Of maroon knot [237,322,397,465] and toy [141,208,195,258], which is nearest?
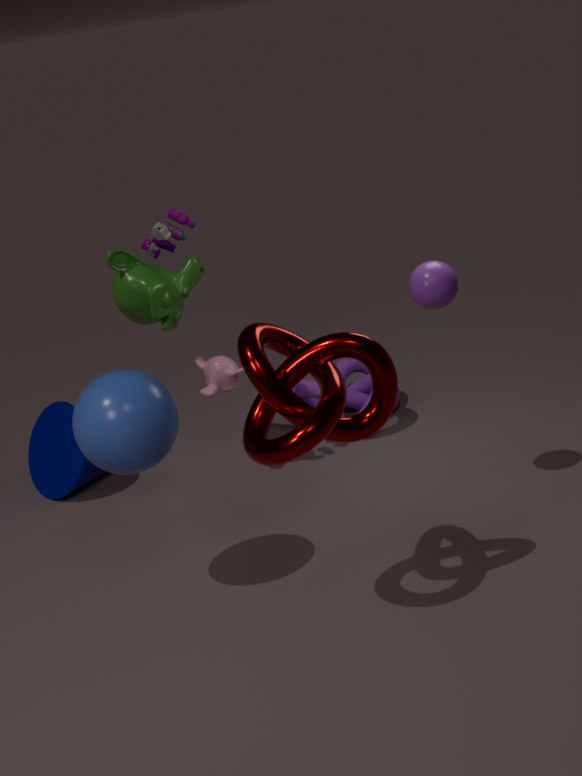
maroon knot [237,322,397,465]
